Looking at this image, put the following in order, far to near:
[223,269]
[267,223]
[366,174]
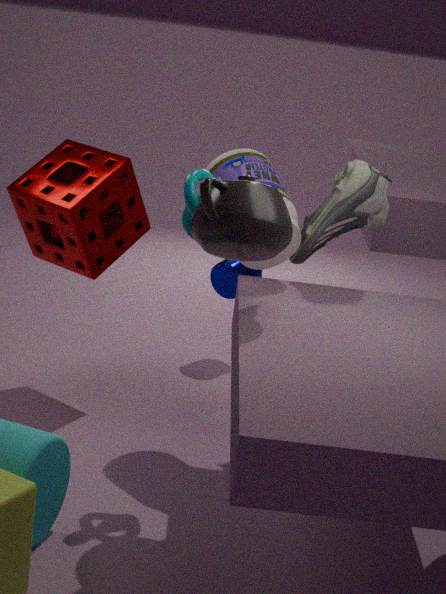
[223,269] → [366,174] → [267,223]
